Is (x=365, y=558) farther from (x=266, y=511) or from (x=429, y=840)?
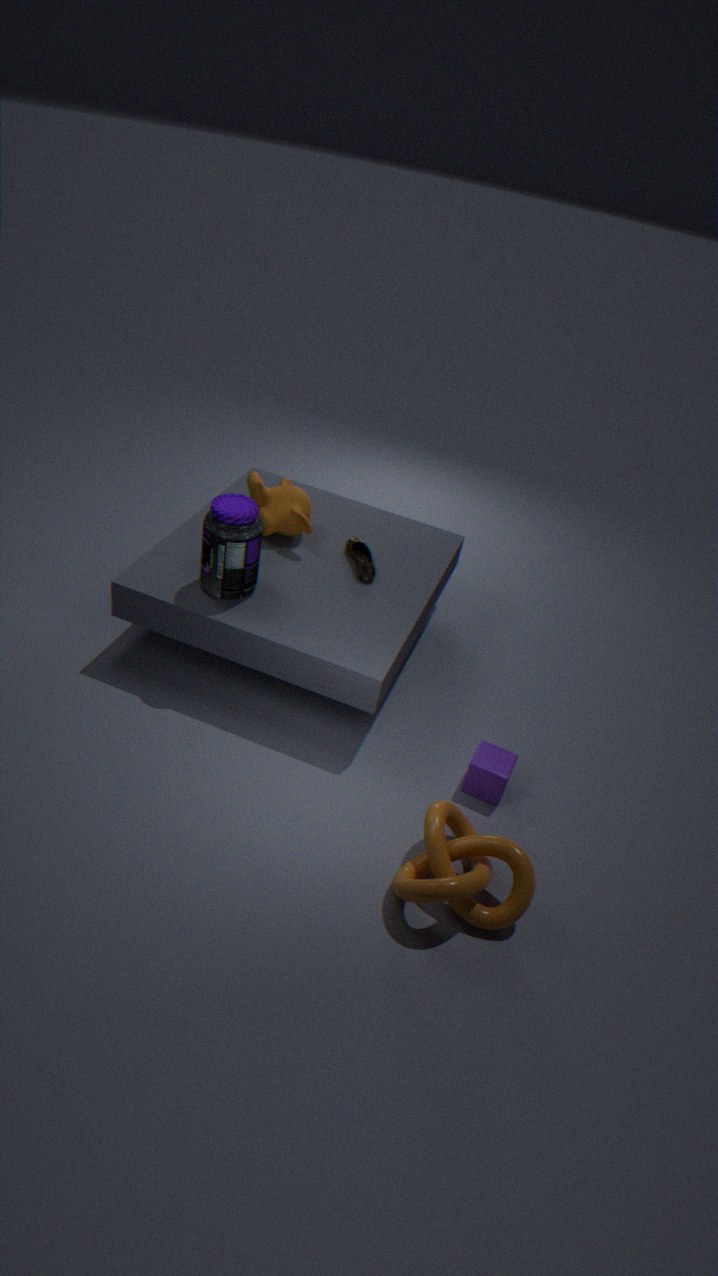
(x=429, y=840)
